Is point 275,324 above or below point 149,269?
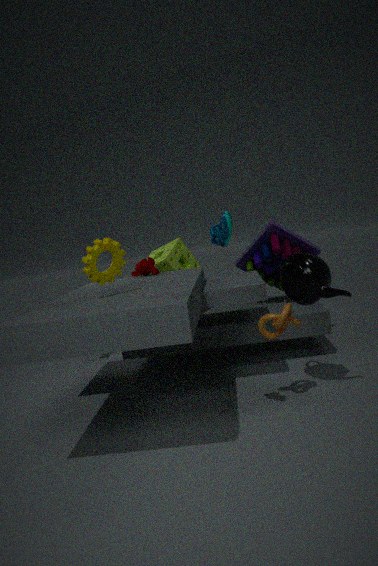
below
